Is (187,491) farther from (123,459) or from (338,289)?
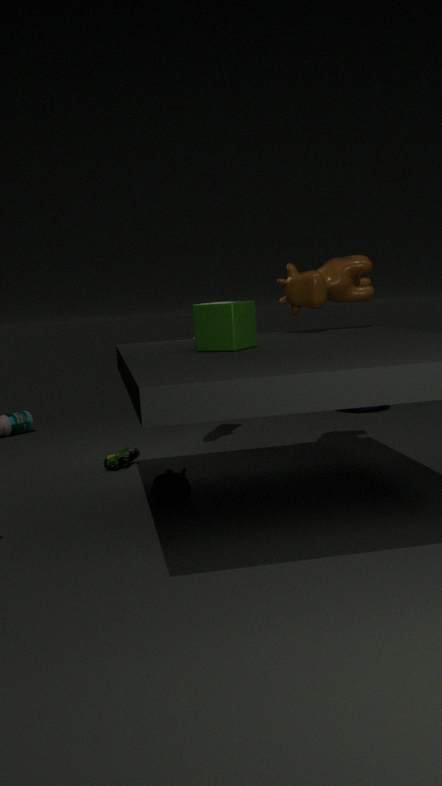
(338,289)
